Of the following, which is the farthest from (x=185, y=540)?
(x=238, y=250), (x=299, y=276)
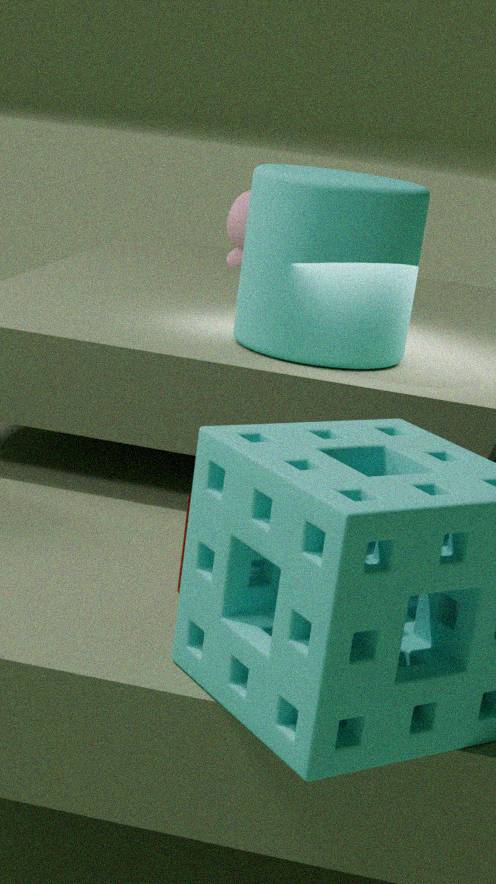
(x=238, y=250)
